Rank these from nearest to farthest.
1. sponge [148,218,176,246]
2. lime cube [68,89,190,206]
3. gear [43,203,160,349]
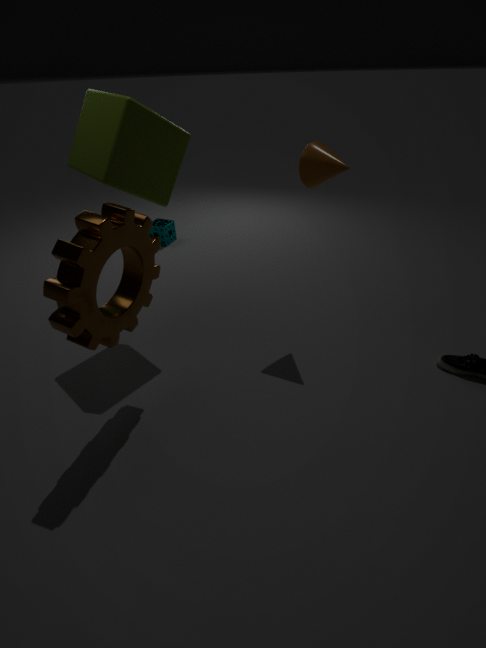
gear [43,203,160,349]
lime cube [68,89,190,206]
sponge [148,218,176,246]
